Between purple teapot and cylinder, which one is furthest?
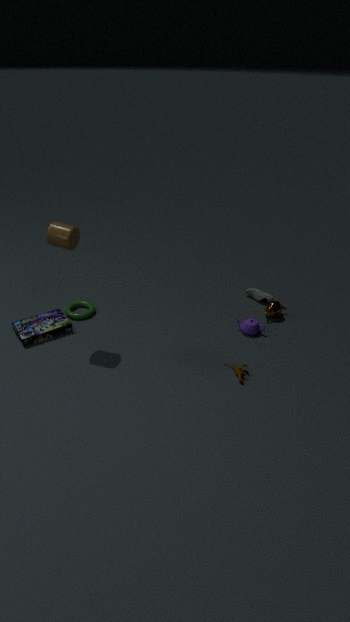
purple teapot
